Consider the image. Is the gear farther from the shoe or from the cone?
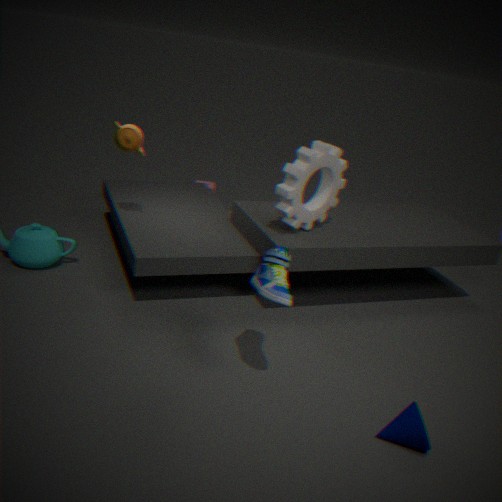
the cone
